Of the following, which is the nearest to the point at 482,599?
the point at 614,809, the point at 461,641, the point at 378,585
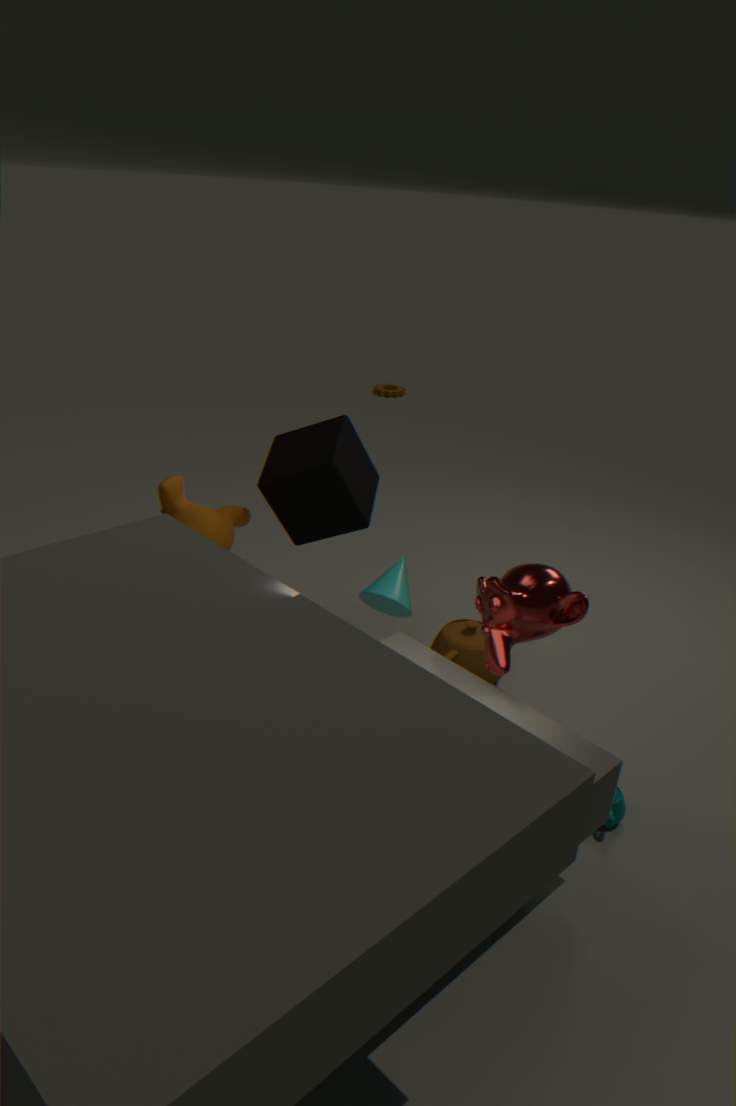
the point at 378,585
